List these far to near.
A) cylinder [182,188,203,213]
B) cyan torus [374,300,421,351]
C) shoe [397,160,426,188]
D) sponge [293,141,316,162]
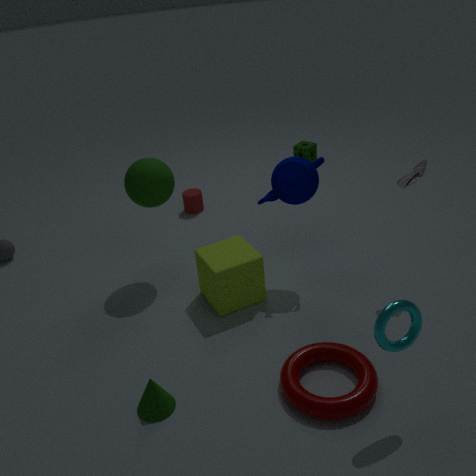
D. sponge [293,141,316,162] < A. cylinder [182,188,203,213] < C. shoe [397,160,426,188] < B. cyan torus [374,300,421,351]
